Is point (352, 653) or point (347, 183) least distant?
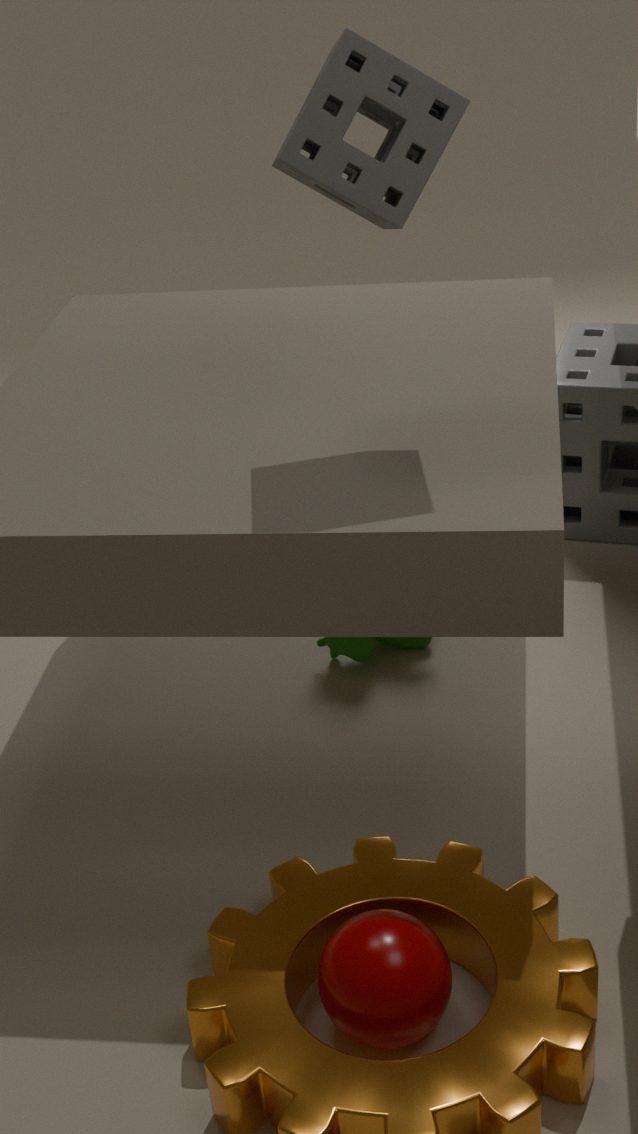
point (347, 183)
